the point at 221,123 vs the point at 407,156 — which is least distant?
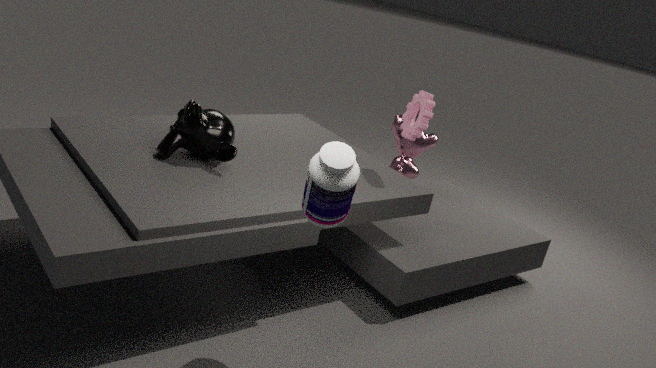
the point at 221,123
